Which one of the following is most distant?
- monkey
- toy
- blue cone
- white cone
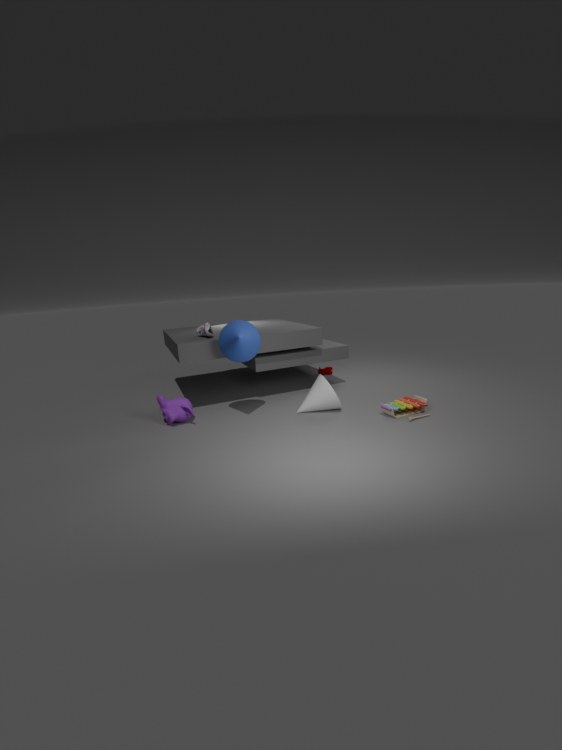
white cone
